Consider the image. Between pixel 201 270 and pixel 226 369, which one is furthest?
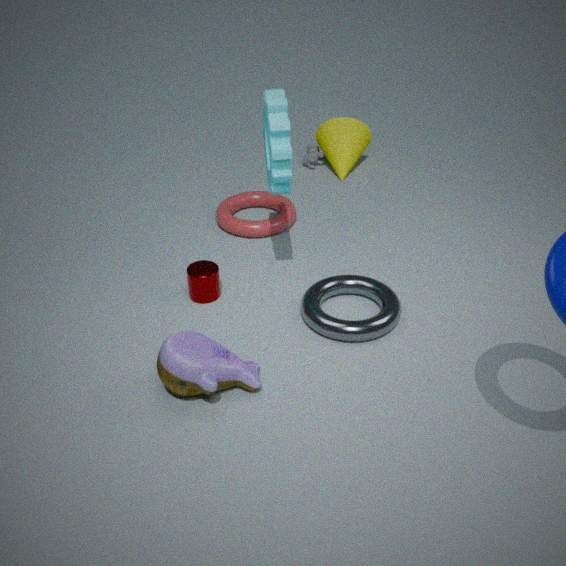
pixel 201 270
